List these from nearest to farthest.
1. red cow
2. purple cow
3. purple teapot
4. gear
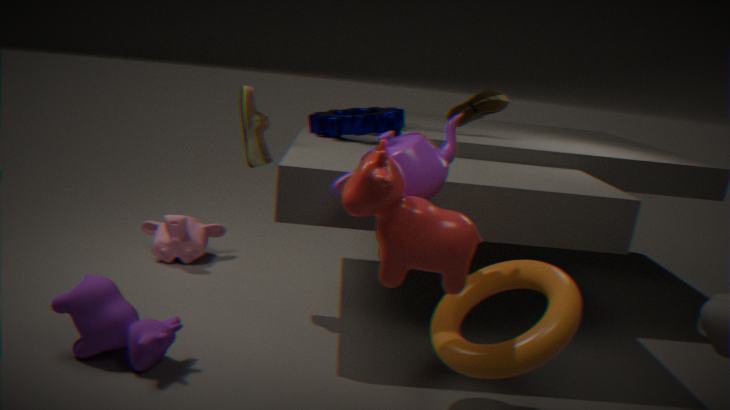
red cow, purple teapot, purple cow, gear
